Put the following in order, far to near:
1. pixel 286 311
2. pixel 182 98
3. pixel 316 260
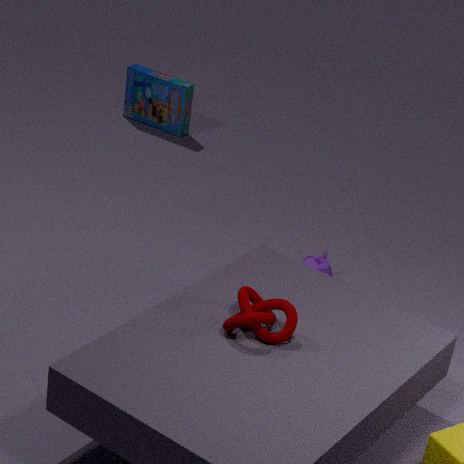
pixel 182 98, pixel 316 260, pixel 286 311
